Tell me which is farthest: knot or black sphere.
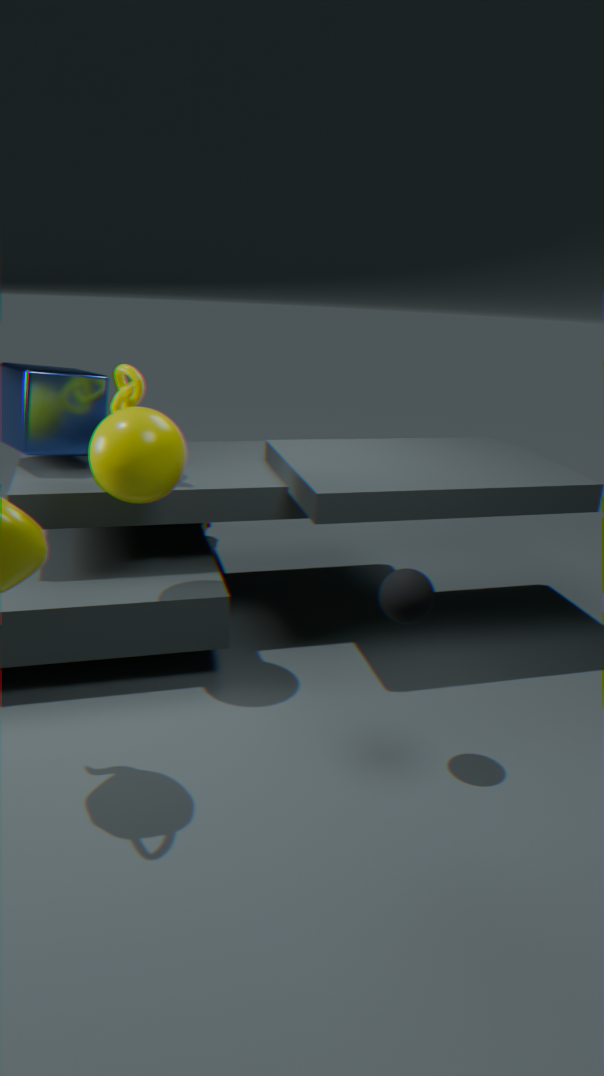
knot
